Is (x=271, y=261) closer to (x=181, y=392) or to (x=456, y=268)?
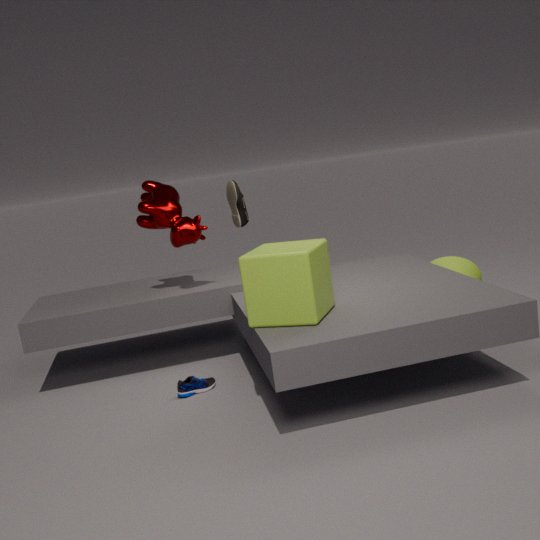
(x=181, y=392)
